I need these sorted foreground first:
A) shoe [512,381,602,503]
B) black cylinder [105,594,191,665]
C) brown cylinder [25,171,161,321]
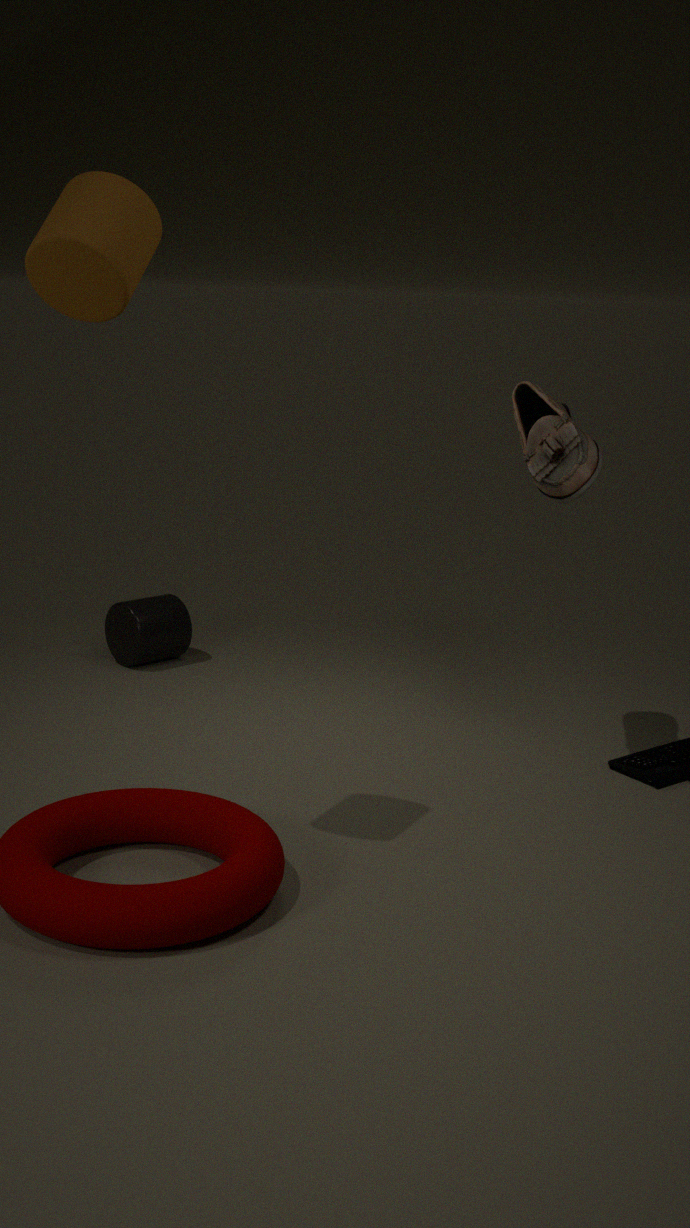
brown cylinder [25,171,161,321], shoe [512,381,602,503], black cylinder [105,594,191,665]
